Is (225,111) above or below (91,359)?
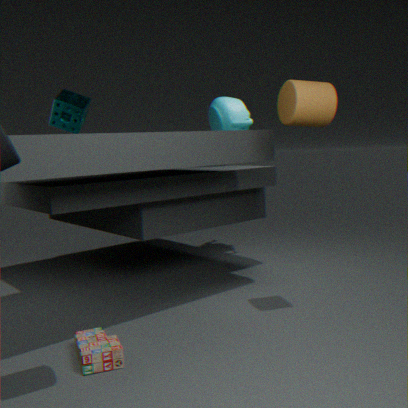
above
